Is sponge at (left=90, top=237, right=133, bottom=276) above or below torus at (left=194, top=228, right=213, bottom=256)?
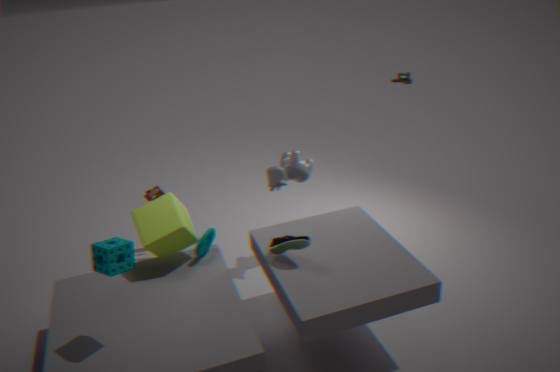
above
